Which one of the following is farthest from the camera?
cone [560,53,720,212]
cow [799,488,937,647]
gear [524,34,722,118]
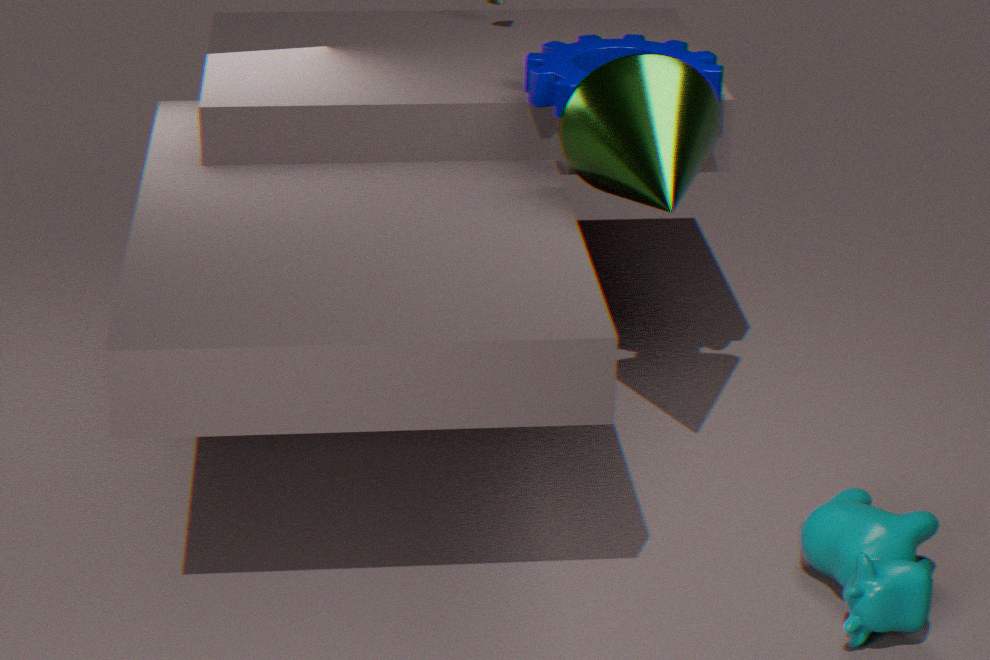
gear [524,34,722,118]
